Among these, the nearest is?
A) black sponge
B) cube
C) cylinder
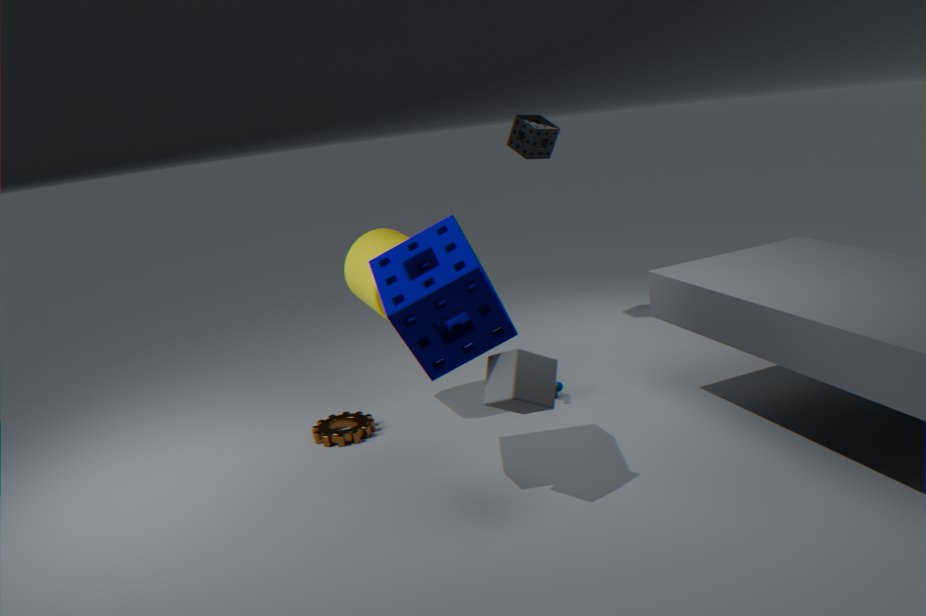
cube
